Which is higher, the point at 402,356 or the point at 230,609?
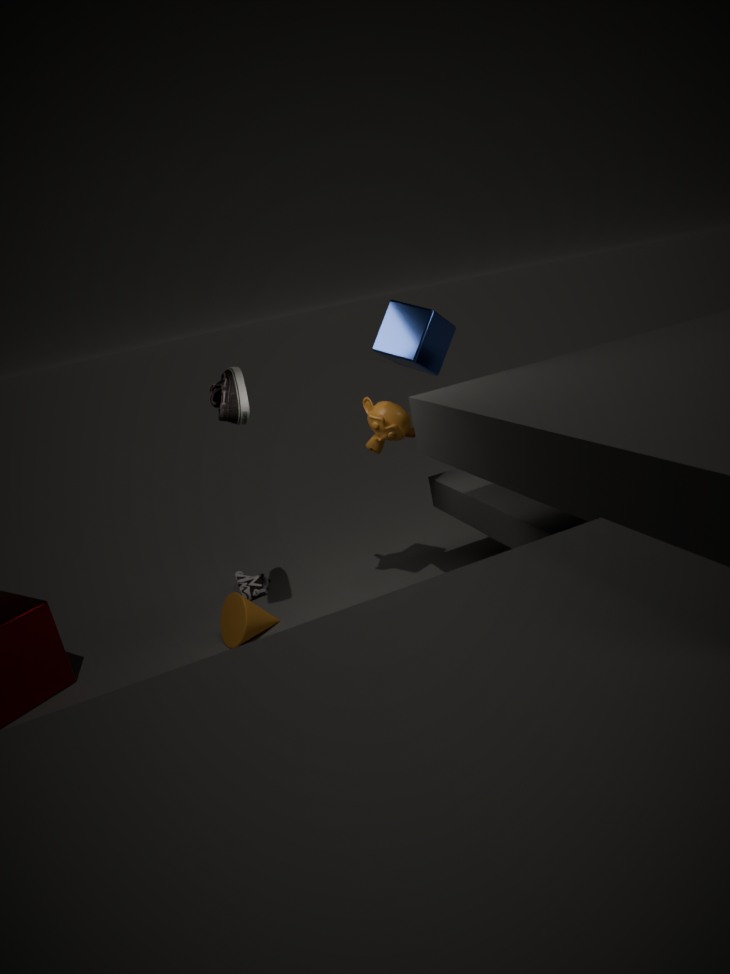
the point at 402,356
